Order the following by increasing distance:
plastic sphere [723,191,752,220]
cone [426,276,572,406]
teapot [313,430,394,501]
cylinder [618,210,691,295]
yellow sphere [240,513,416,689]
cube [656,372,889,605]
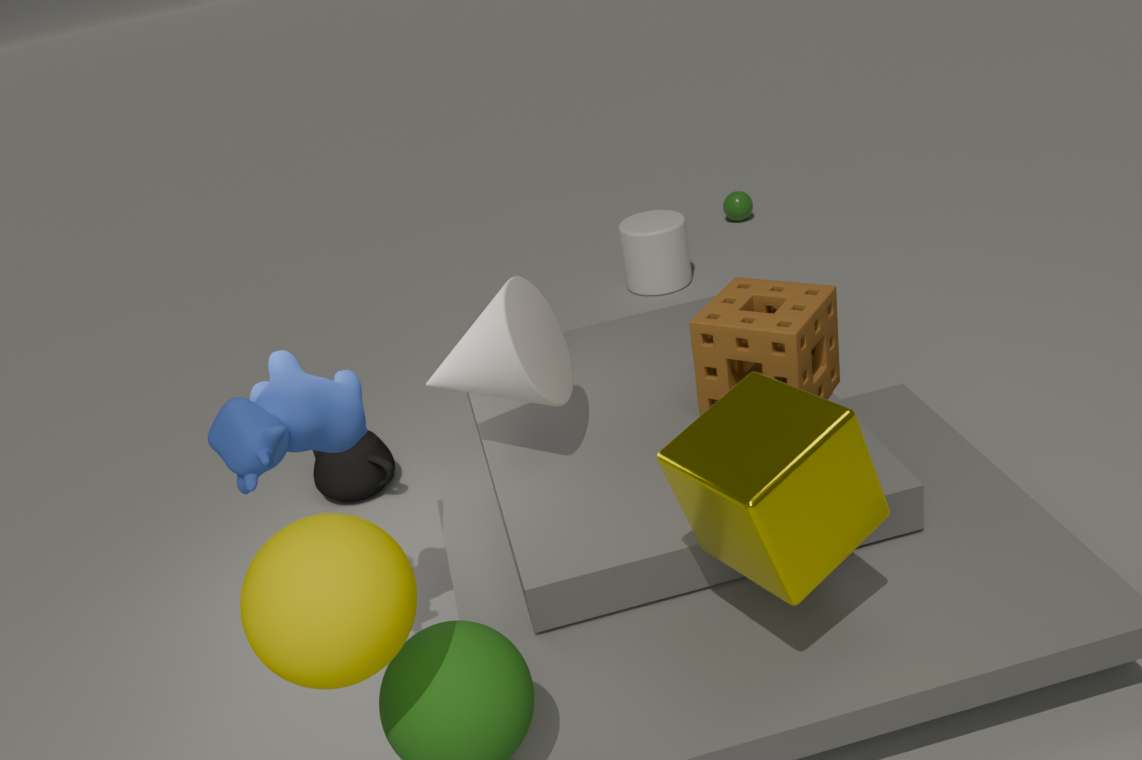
yellow sphere [240,513,416,689]
cube [656,372,889,605]
cone [426,276,572,406]
teapot [313,430,394,501]
cylinder [618,210,691,295]
plastic sphere [723,191,752,220]
